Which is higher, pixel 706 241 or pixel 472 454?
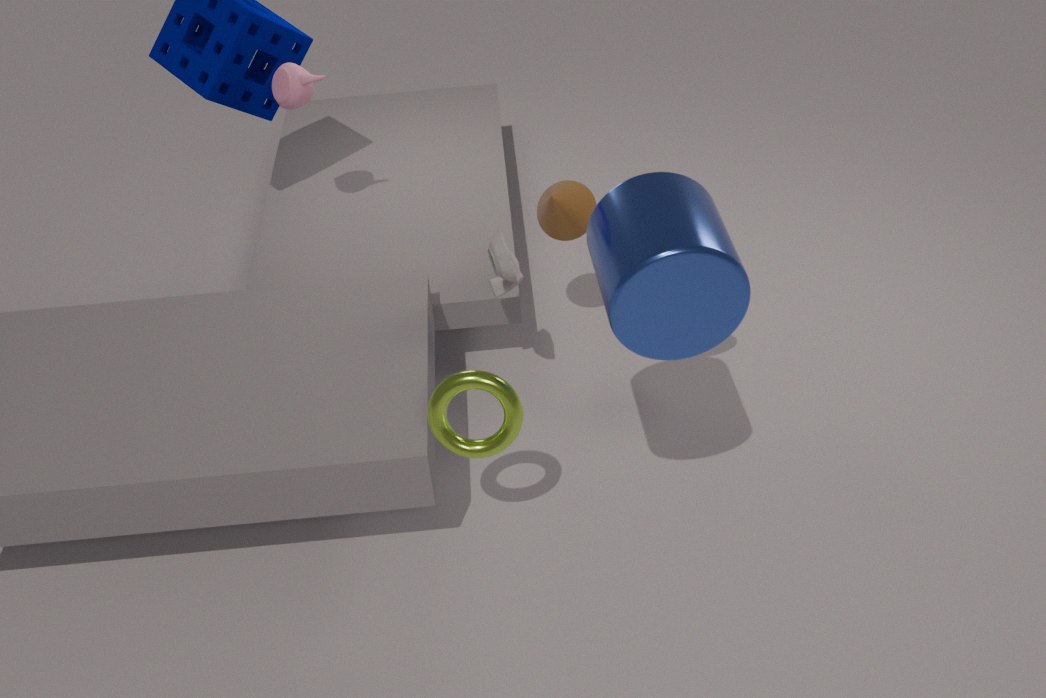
pixel 706 241
